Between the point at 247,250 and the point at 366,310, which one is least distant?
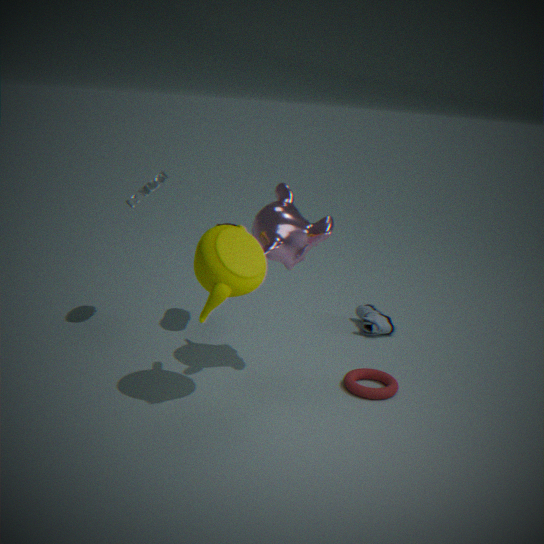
the point at 247,250
